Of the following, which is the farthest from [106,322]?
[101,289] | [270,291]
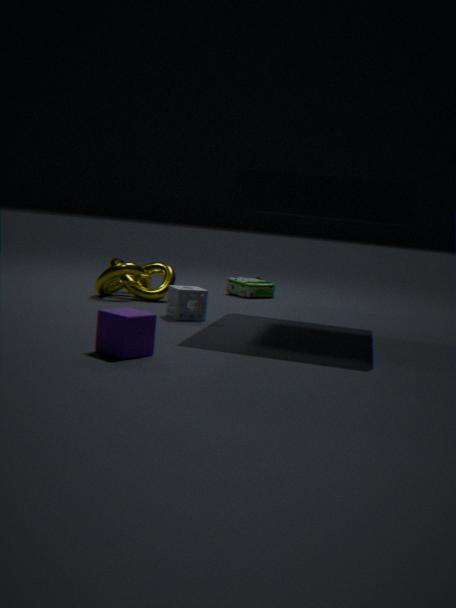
[270,291]
